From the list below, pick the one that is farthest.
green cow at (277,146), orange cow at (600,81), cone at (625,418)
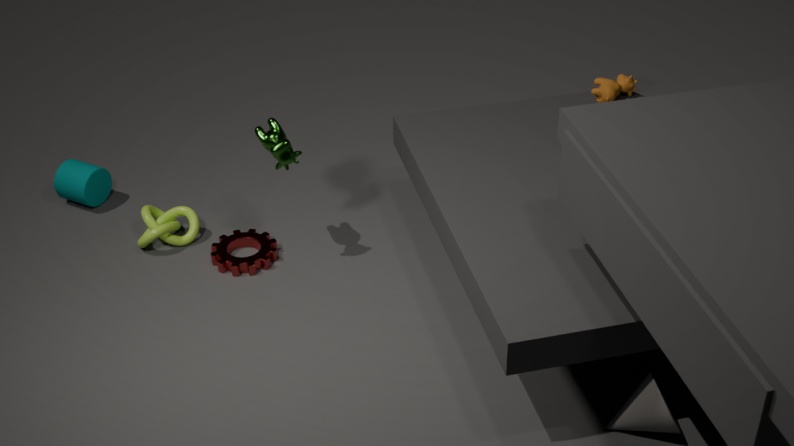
orange cow at (600,81)
